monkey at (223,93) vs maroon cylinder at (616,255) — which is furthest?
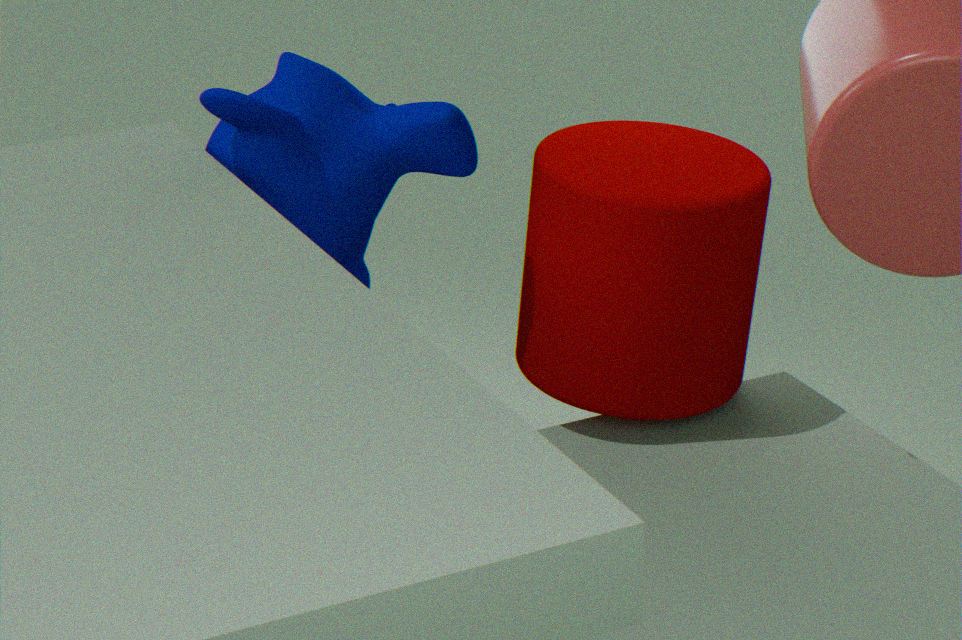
maroon cylinder at (616,255)
